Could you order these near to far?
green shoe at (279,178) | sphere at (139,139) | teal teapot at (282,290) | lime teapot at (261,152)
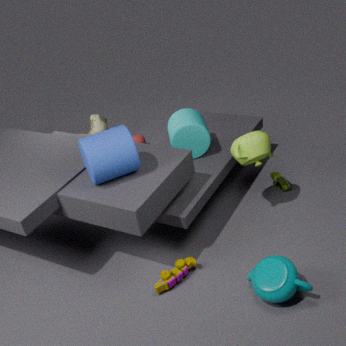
teal teapot at (282,290), lime teapot at (261,152), green shoe at (279,178), sphere at (139,139)
